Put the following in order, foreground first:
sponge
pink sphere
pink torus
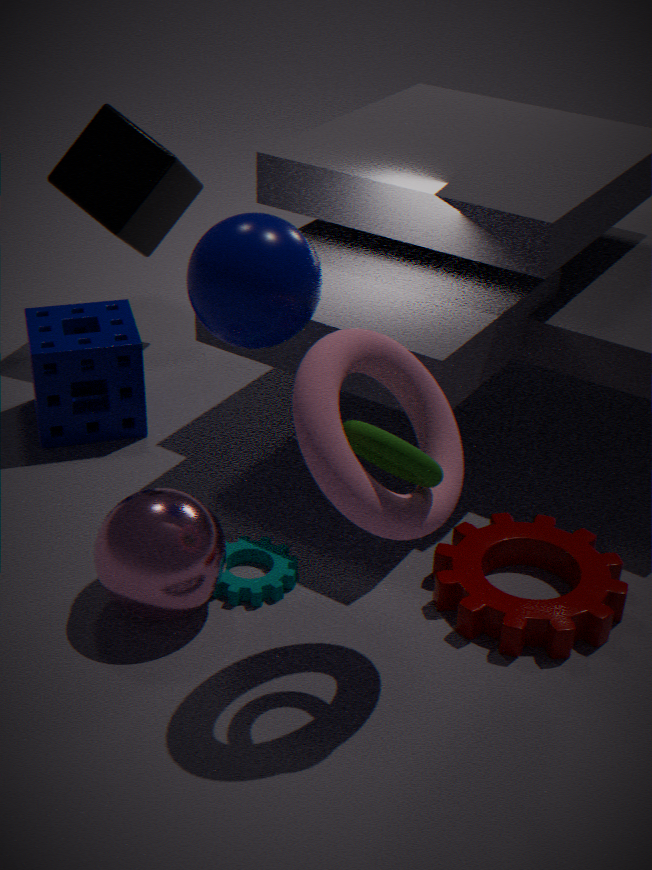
1. pink torus
2. pink sphere
3. sponge
